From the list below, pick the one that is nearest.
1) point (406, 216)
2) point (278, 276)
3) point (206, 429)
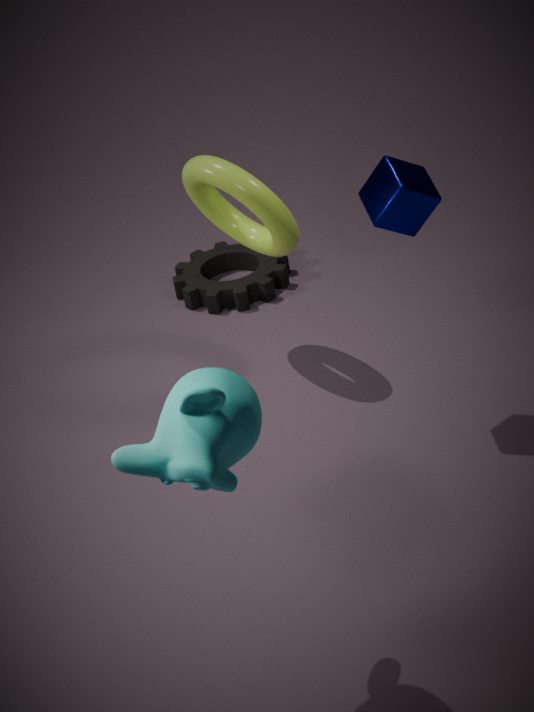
3. point (206, 429)
